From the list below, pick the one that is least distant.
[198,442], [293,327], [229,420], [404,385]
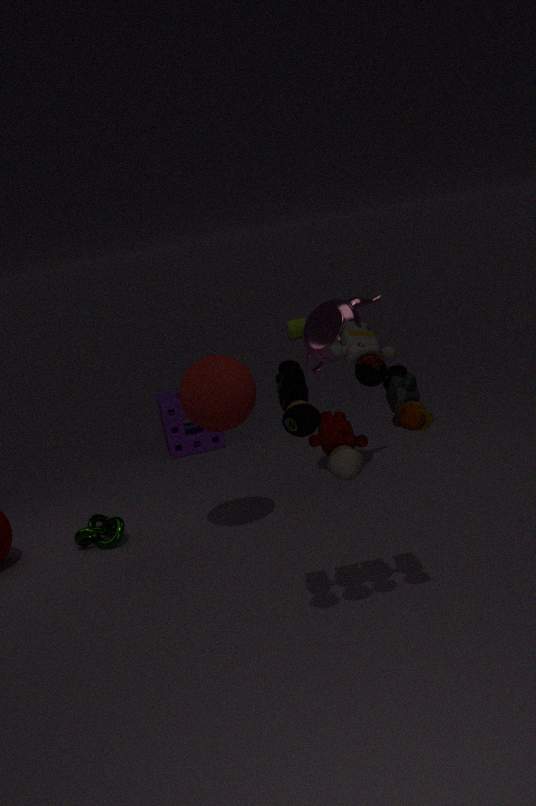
[404,385]
